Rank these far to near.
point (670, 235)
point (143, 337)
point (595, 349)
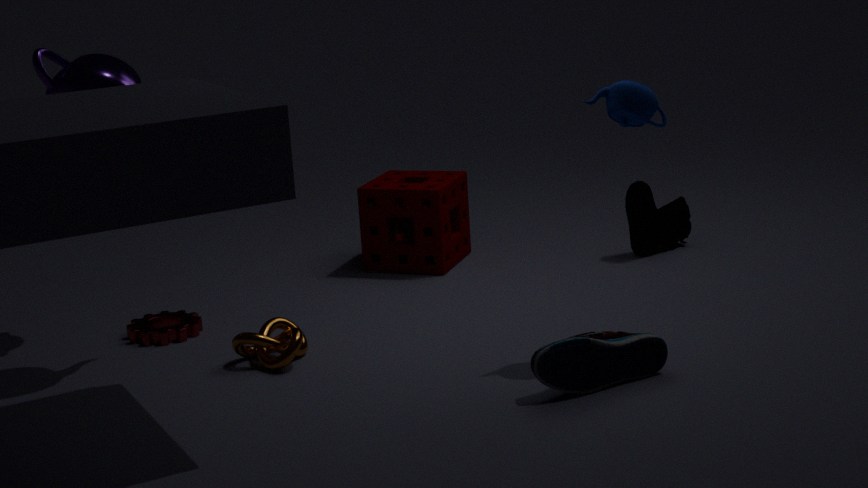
point (670, 235), point (143, 337), point (595, 349)
